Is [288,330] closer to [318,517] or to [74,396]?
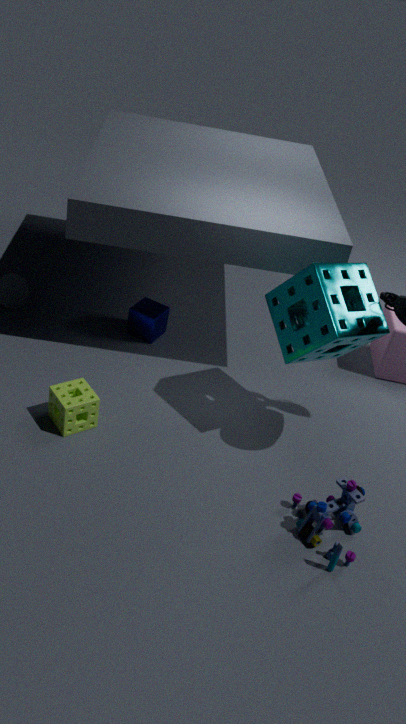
[318,517]
